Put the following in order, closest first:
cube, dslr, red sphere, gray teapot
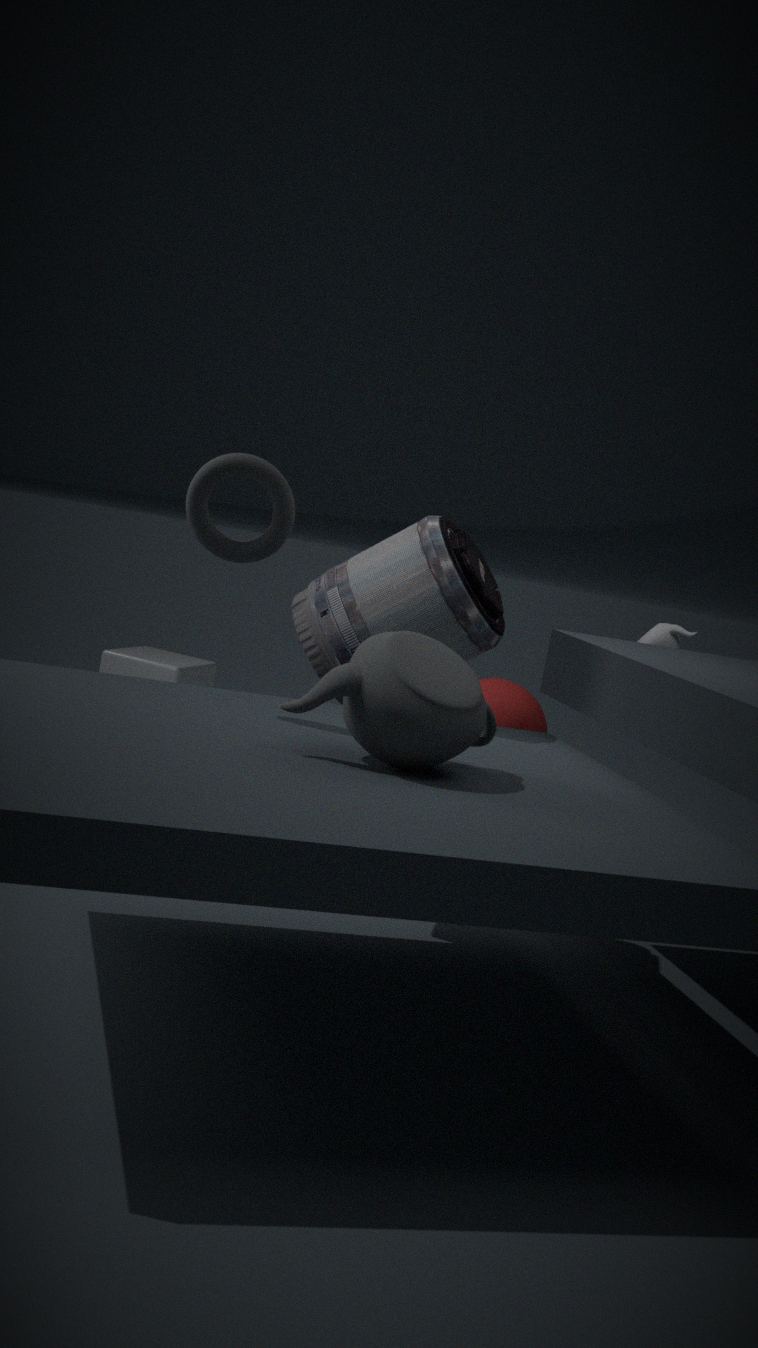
gray teapot < dslr < red sphere < cube
